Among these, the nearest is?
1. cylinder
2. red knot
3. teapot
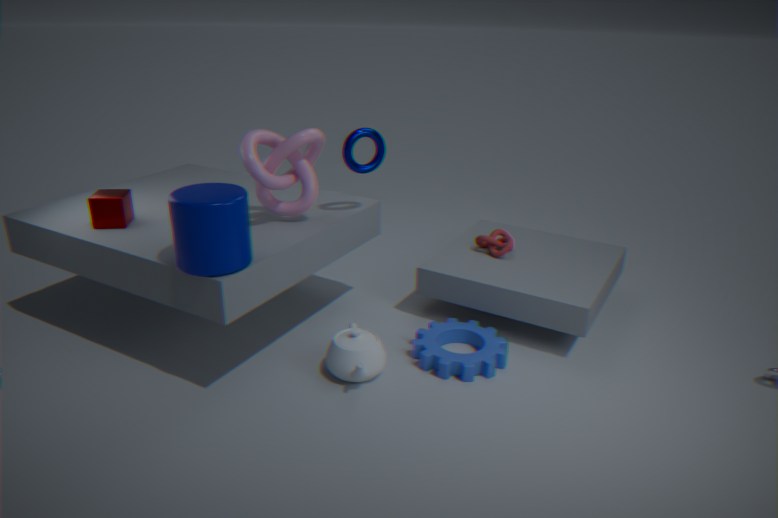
cylinder
